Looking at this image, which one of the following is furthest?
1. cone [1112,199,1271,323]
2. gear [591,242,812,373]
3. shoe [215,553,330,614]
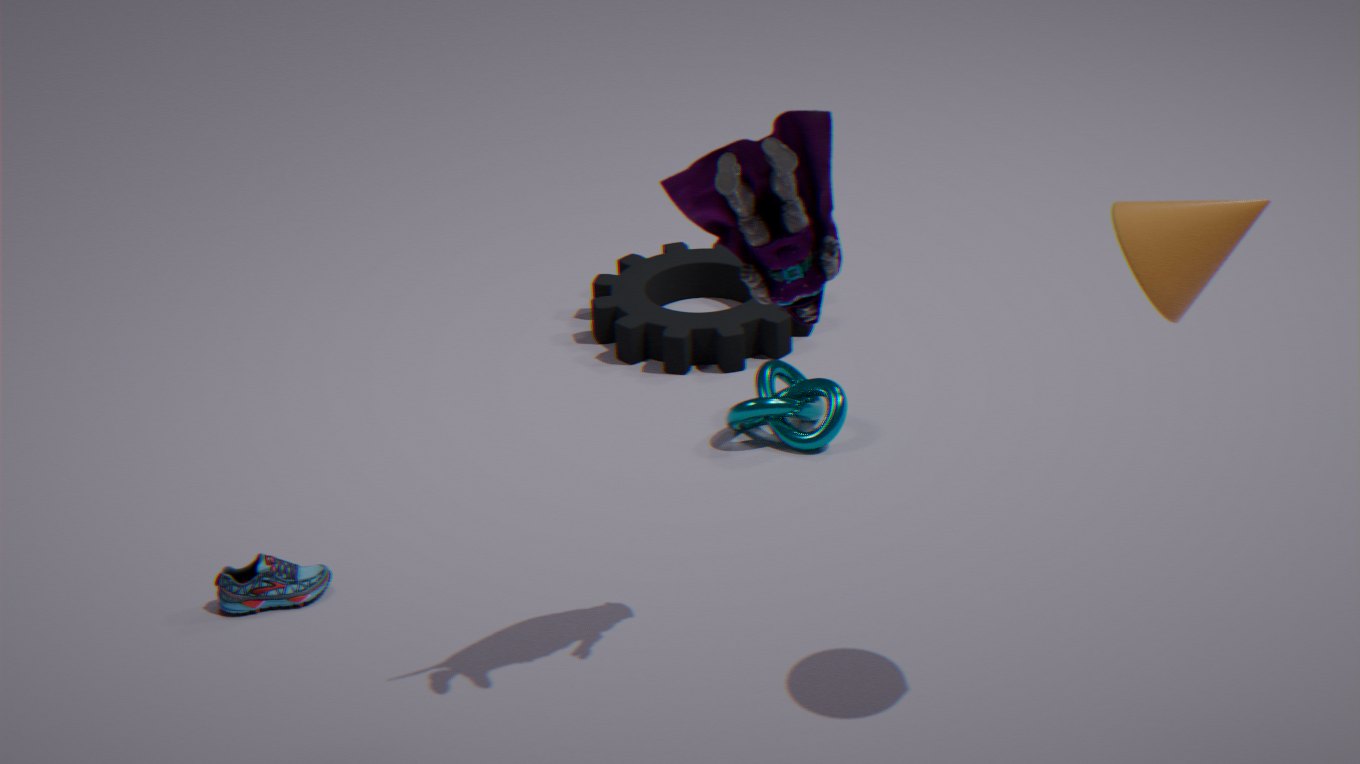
gear [591,242,812,373]
